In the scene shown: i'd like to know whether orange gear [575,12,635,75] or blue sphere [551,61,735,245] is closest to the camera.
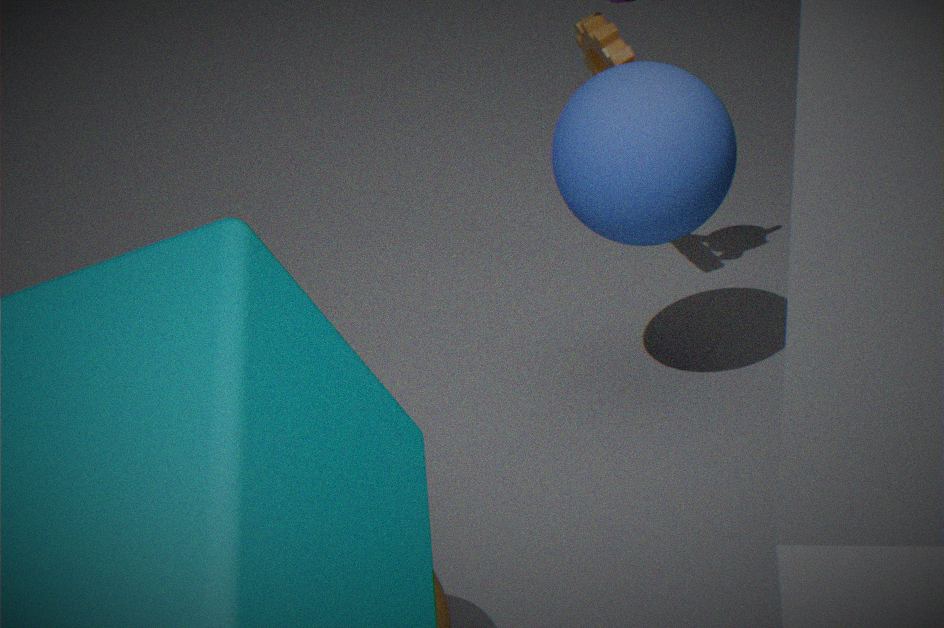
blue sphere [551,61,735,245]
